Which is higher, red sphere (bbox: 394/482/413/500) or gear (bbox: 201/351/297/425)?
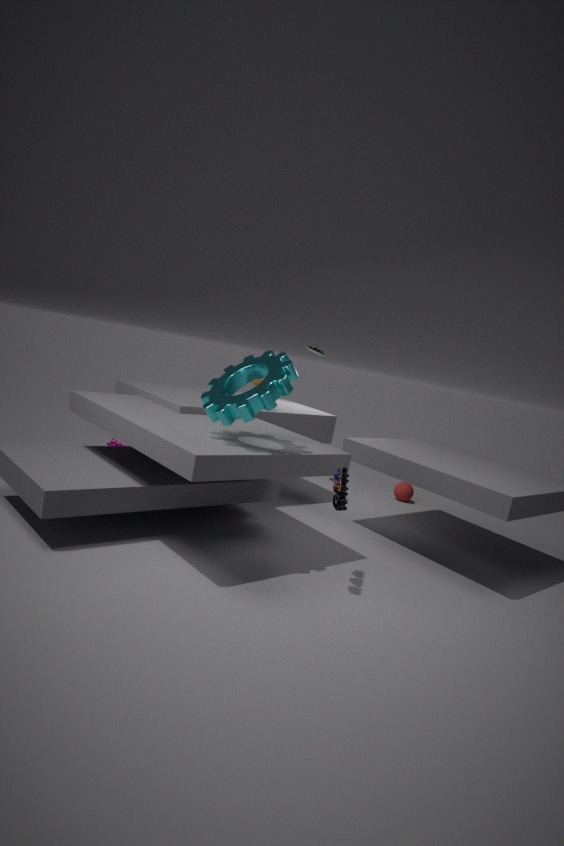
gear (bbox: 201/351/297/425)
